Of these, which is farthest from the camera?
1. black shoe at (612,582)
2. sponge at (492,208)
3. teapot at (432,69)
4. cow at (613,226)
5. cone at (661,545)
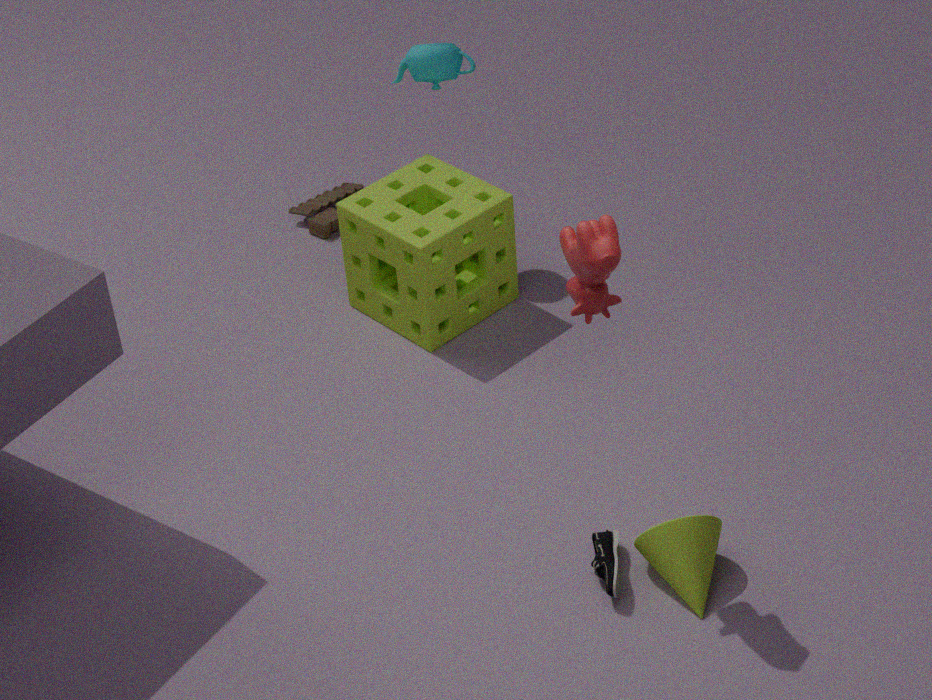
teapot at (432,69)
